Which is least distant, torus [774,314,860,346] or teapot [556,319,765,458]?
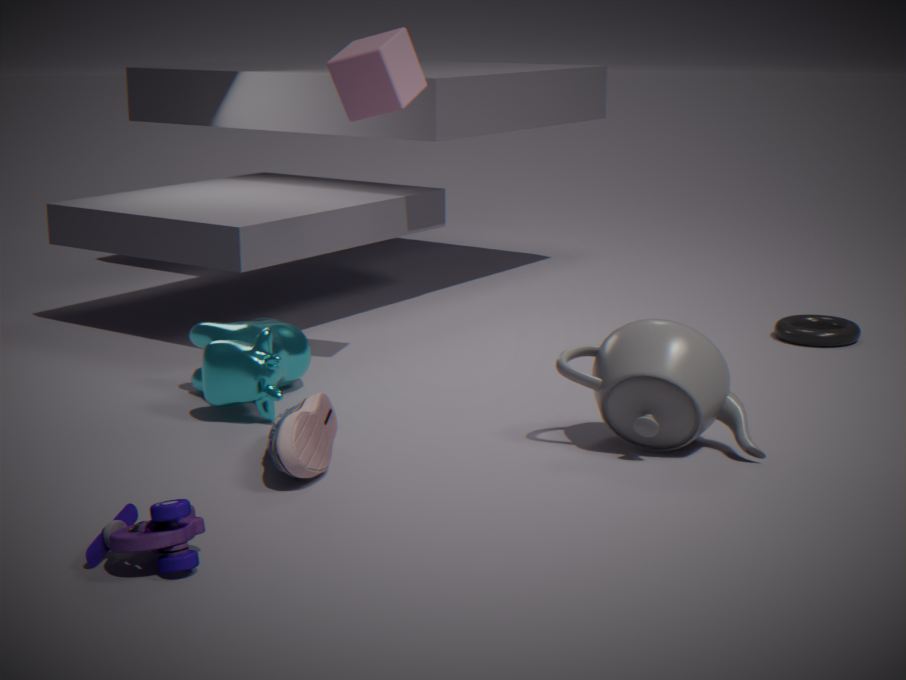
teapot [556,319,765,458]
